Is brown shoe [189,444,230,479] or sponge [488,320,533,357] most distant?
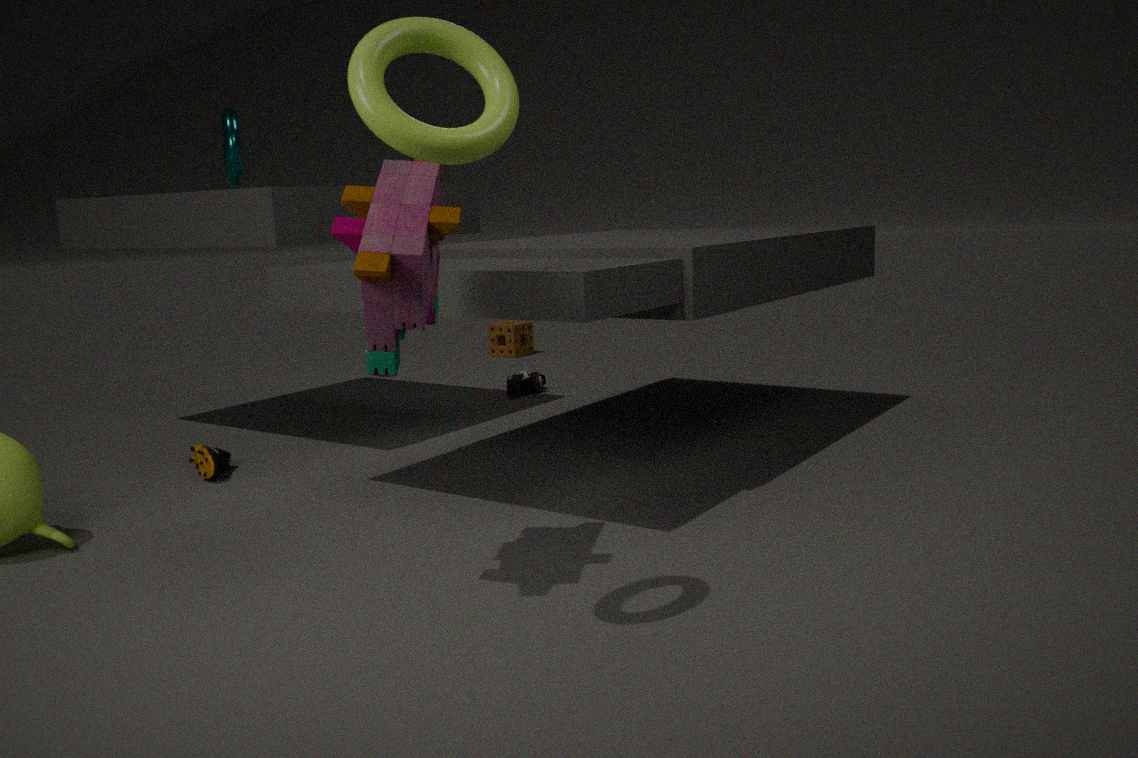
sponge [488,320,533,357]
